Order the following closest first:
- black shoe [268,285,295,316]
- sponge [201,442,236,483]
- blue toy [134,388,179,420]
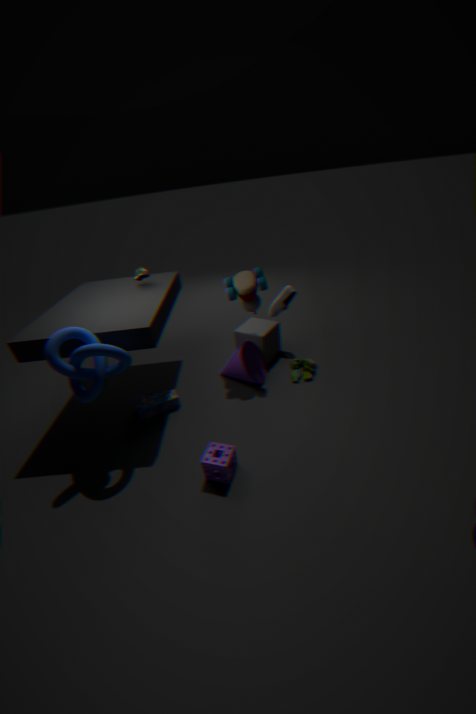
sponge [201,442,236,483] → blue toy [134,388,179,420] → black shoe [268,285,295,316]
